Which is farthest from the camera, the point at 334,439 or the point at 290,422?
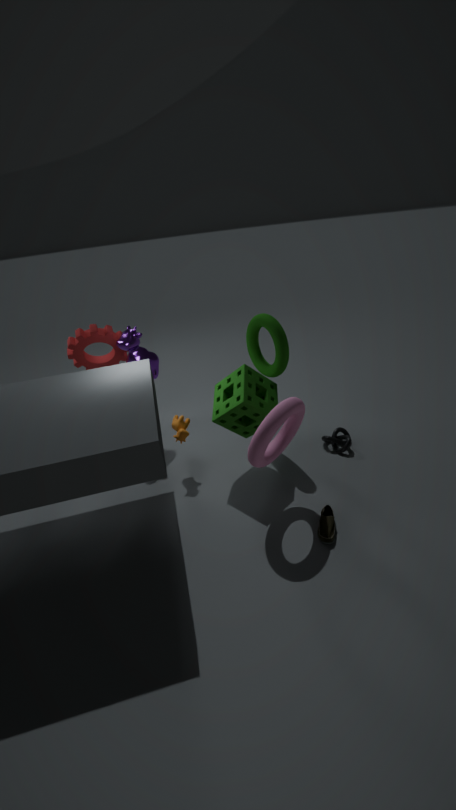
the point at 334,439
